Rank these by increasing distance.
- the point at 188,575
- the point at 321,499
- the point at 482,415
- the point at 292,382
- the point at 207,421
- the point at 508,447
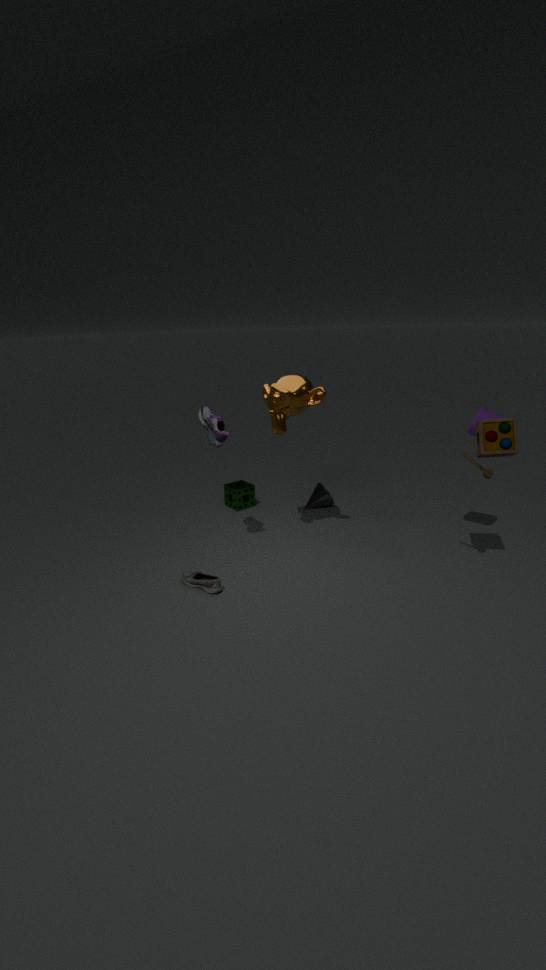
the point at 508,447 → the point at 188,575 → the point at 207,421 → the point at 482,415 → the point at 292,382 → the point at 321,499
